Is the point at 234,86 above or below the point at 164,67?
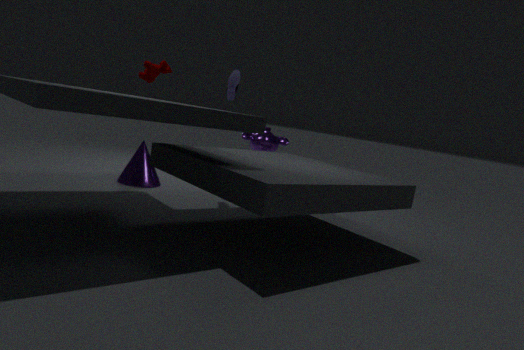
above
